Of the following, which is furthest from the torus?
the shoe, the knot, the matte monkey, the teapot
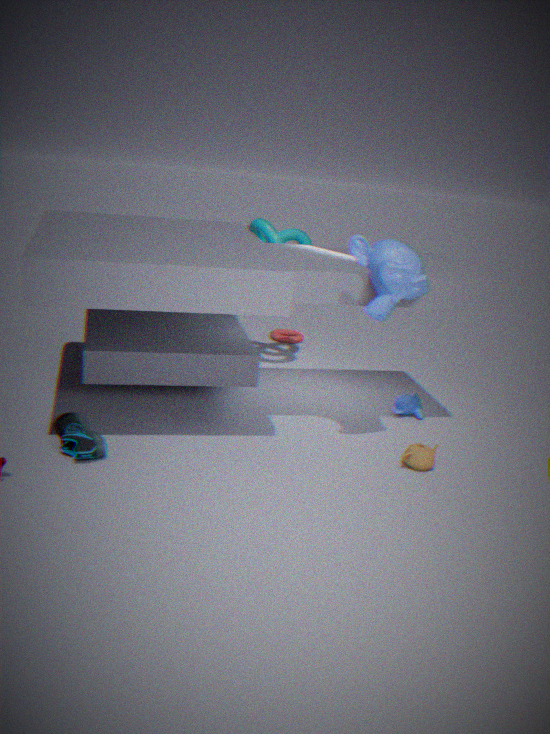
the shoe
